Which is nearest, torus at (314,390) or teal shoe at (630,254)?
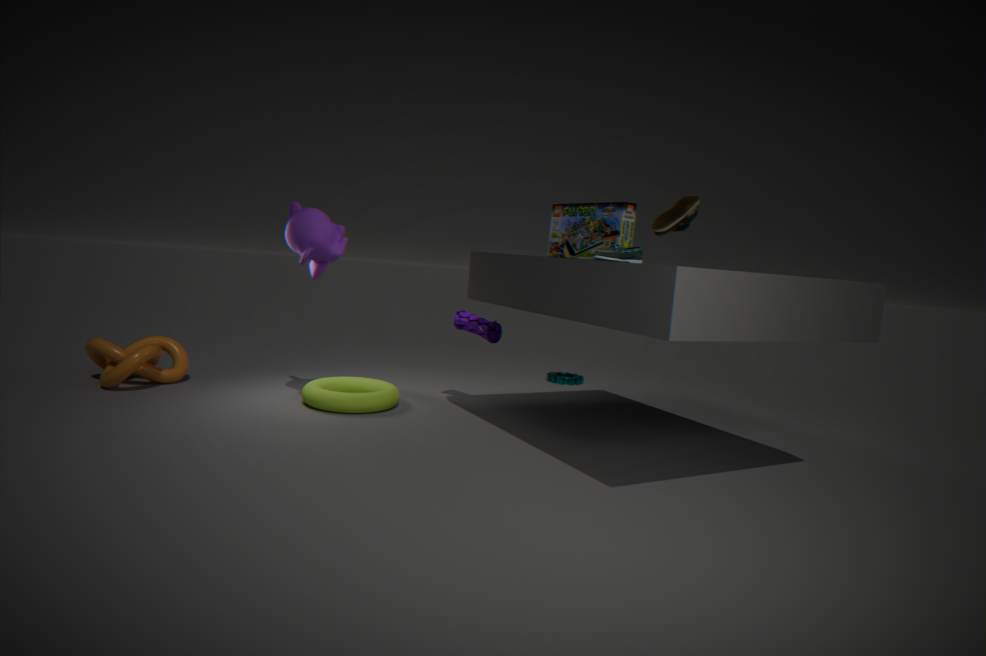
teal shoe at (630,254)
